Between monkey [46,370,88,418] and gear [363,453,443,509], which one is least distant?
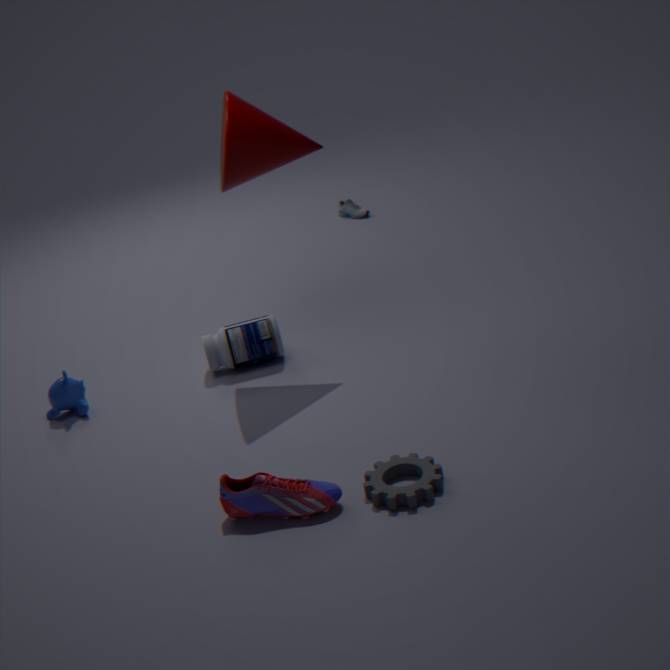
gear [363,453,443,509]
